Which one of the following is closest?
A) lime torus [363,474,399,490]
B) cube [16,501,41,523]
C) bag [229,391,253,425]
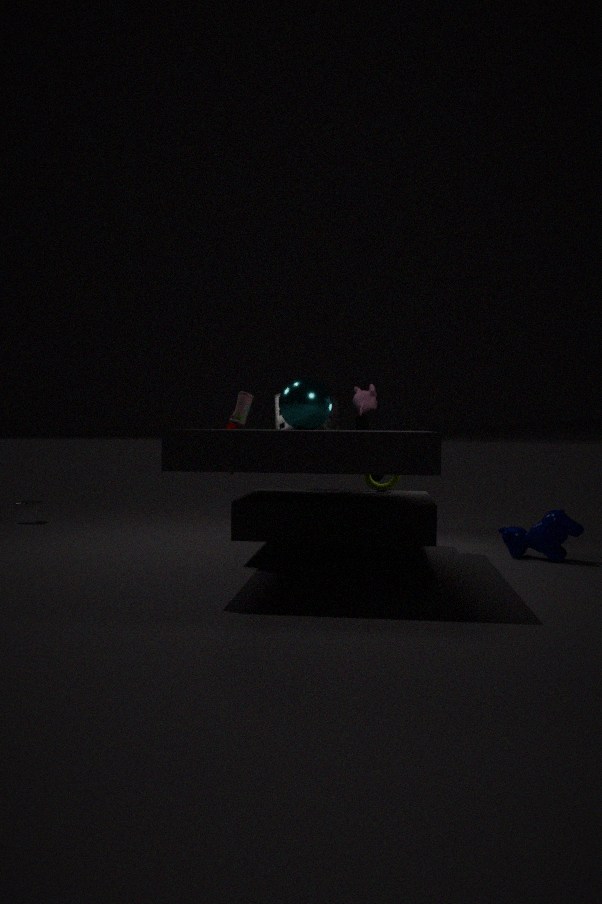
bag [229,391,253,425]
